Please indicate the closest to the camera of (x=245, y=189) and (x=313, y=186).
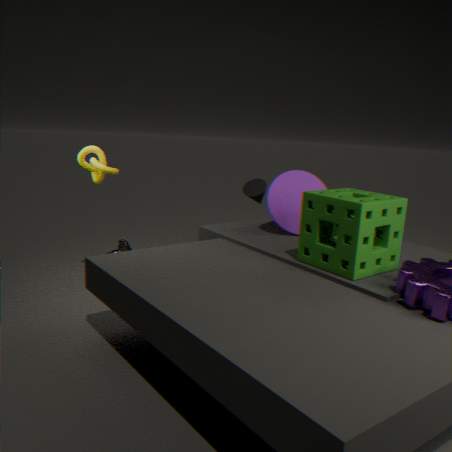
(x=313, y=186)
